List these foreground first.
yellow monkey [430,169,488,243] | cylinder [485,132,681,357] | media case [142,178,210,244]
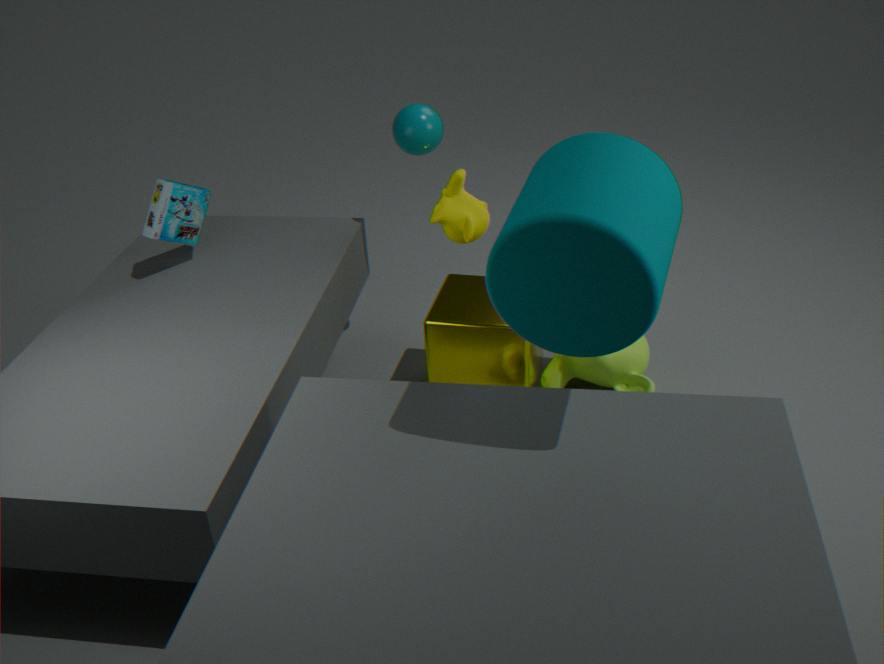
cylinder [485,132,681,357], yellow monkey [430,169,488,243], media case [142,178,210,244]
